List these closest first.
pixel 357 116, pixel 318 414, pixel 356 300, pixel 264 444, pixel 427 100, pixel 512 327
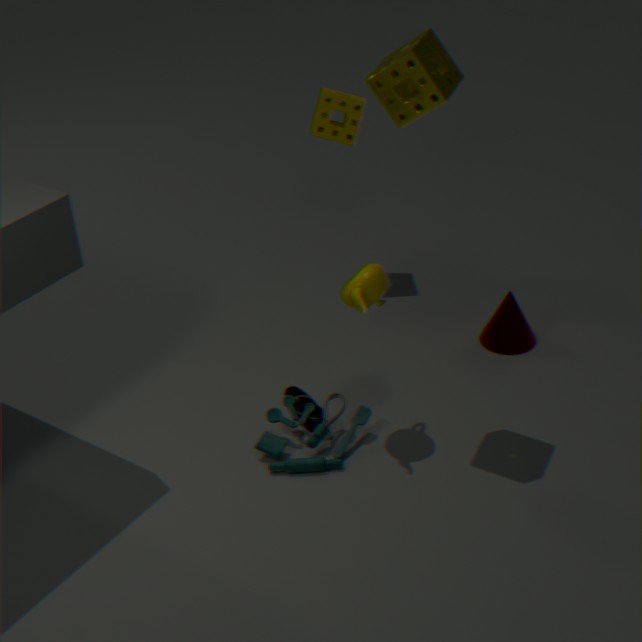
pixel 427 100 < pixel 356 300 < pixel 264 444 < pixel 318 414 < pixel 512 327 < pixel 357 116
